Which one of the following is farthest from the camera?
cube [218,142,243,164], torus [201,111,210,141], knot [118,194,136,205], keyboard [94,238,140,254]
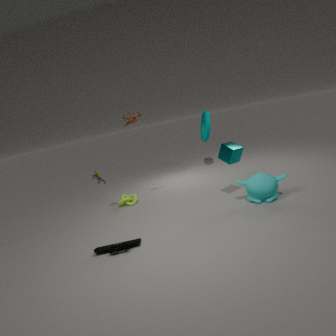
torus [201,111,210,141]
